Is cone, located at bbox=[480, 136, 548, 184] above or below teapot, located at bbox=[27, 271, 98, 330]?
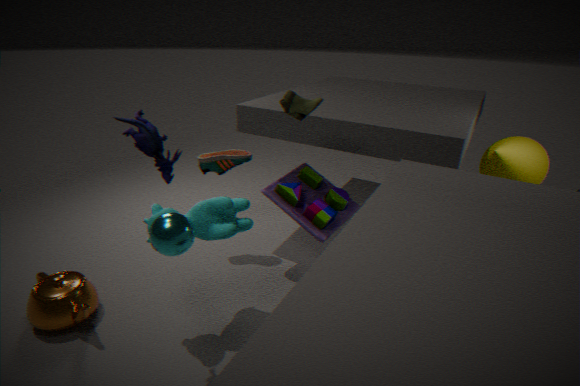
above
